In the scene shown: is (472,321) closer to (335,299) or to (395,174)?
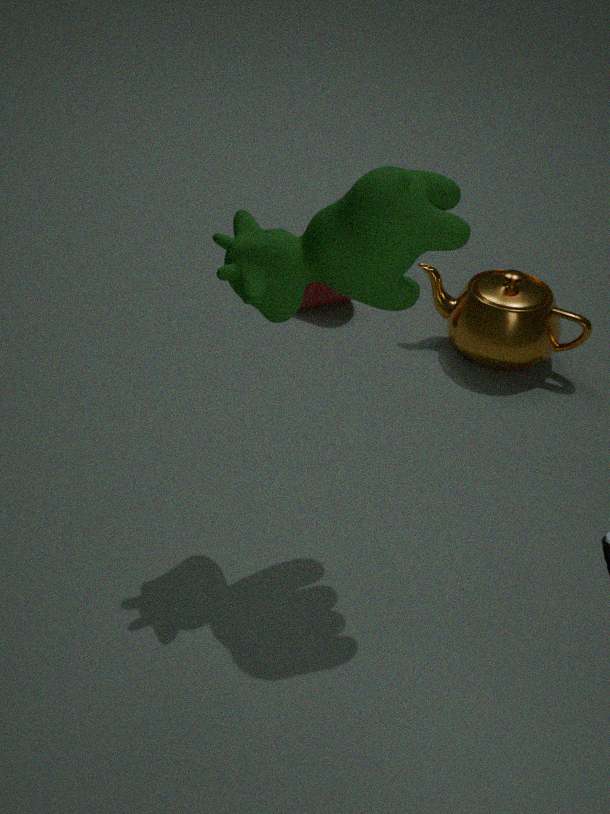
(335,299)
